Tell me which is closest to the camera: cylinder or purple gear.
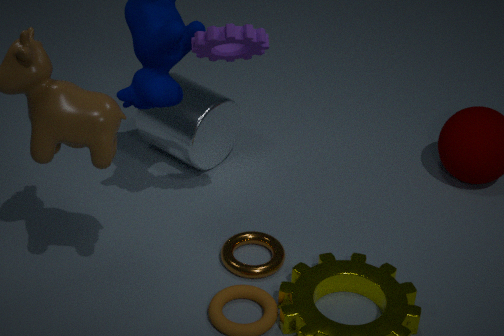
purple gear
